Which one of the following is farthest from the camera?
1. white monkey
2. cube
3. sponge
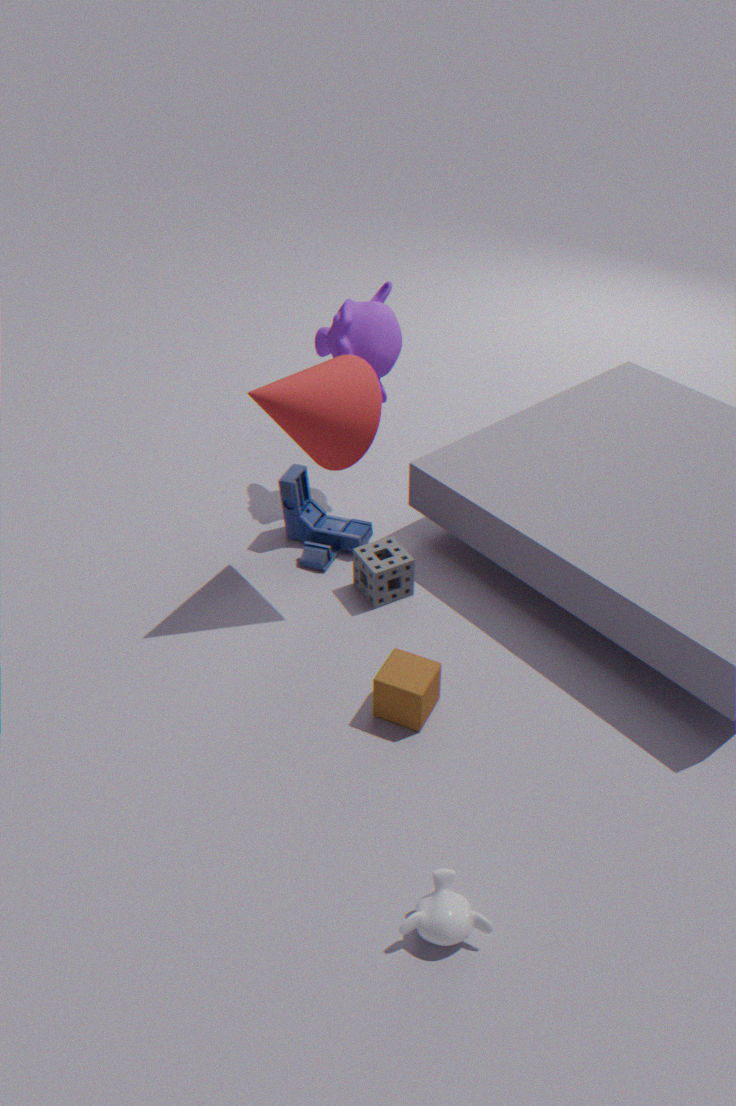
sponge
